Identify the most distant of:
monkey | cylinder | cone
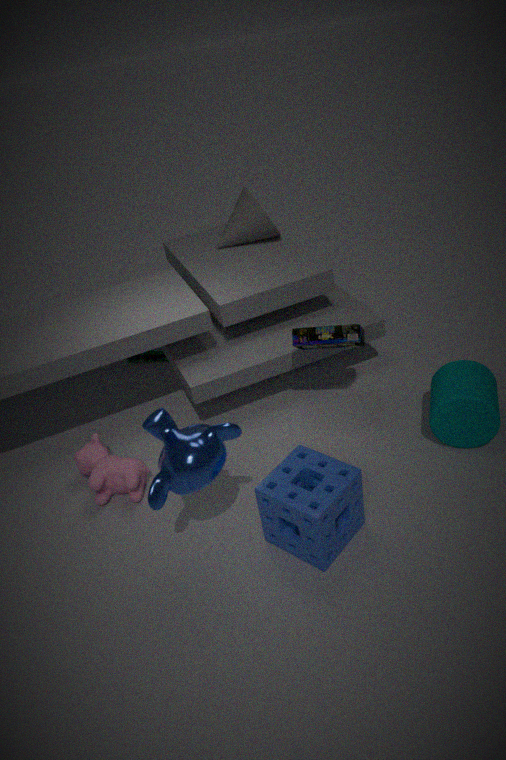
cone
